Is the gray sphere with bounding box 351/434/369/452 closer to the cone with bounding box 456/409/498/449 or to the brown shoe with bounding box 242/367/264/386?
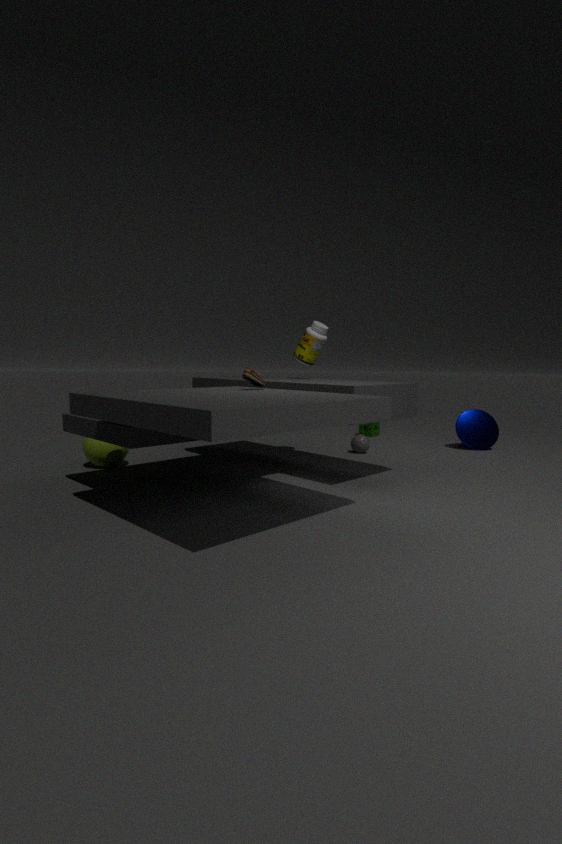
the cone with bounding box 456/409/498/449
